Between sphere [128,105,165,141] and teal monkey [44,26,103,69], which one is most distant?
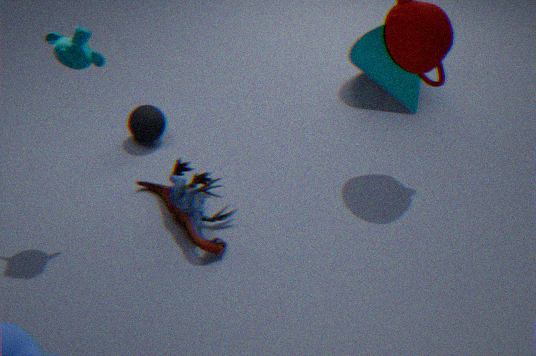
sphere [128,105,165,141]
